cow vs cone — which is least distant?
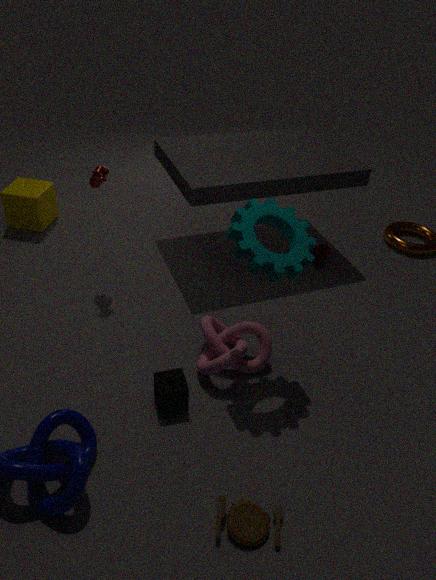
cow
